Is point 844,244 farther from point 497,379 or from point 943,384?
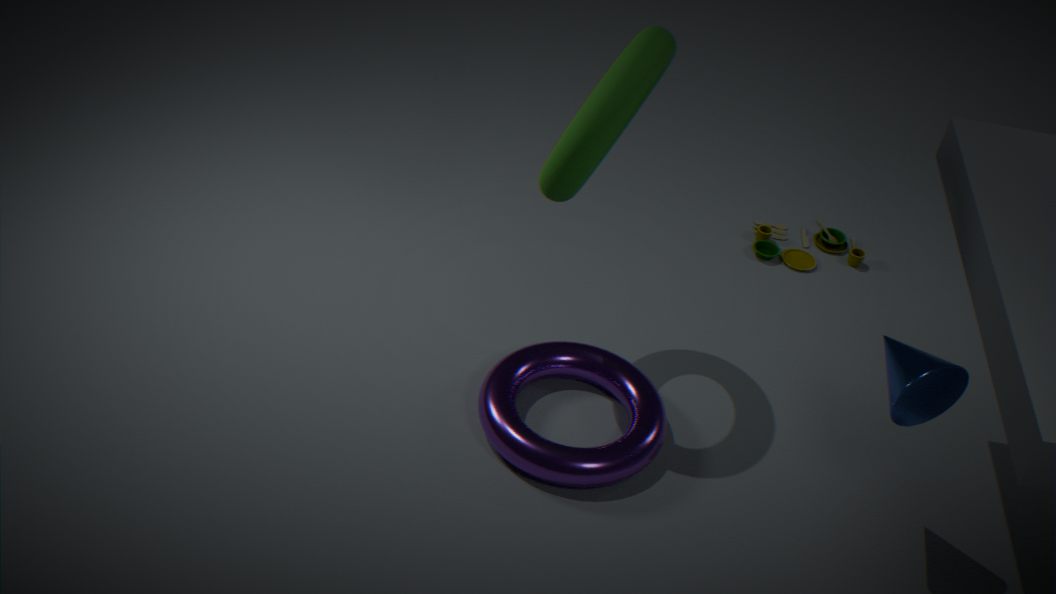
point 943,384
